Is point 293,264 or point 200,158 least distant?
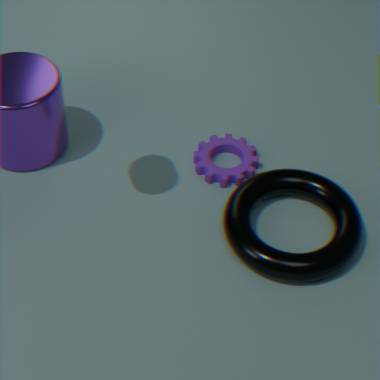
point 293,264
